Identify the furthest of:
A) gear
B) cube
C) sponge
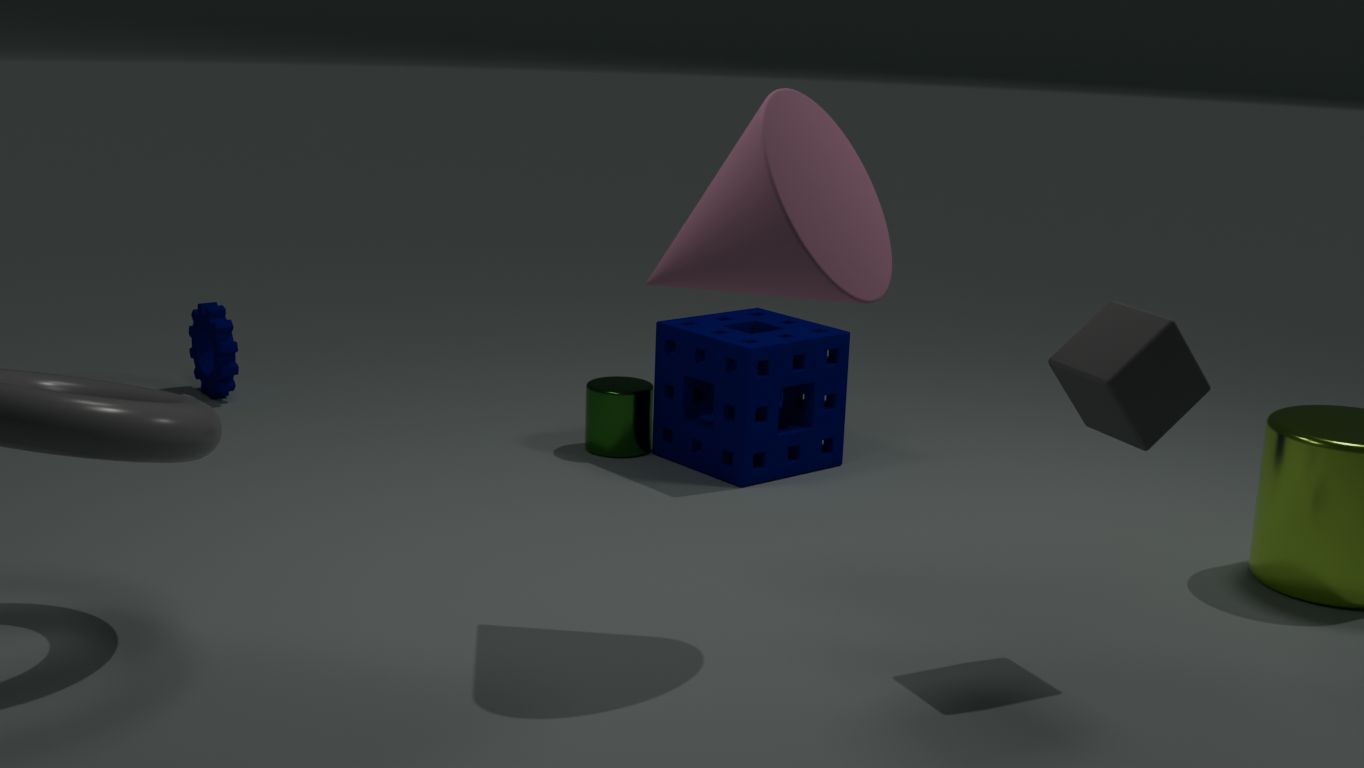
gear
